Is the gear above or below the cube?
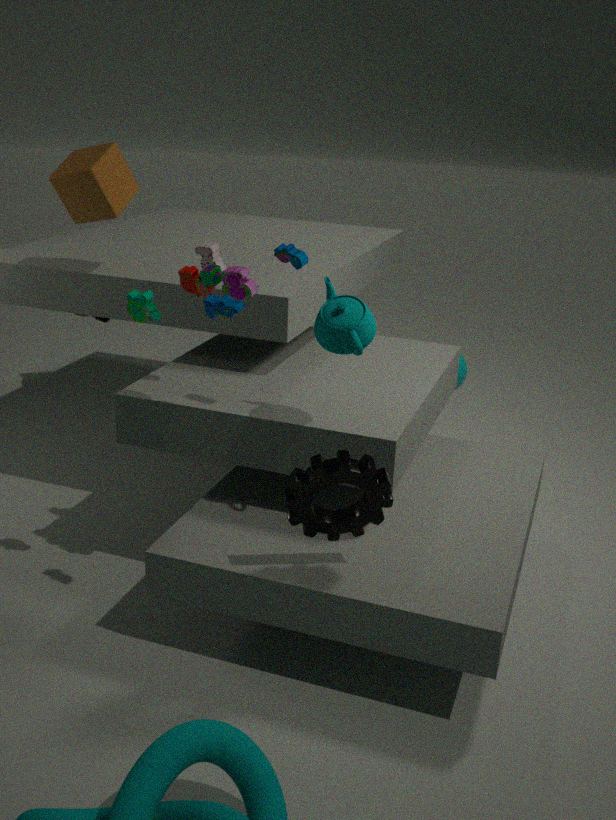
below
